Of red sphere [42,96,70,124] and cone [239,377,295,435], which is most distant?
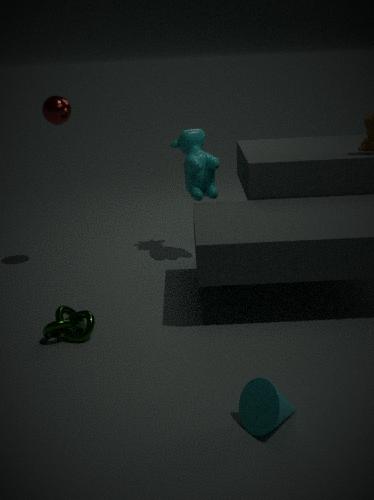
red sphere [42,96,70,124]
